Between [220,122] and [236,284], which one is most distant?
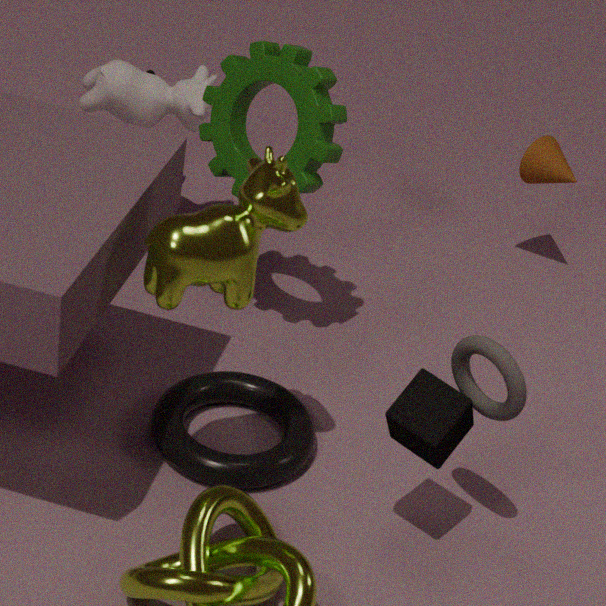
[220,122]
